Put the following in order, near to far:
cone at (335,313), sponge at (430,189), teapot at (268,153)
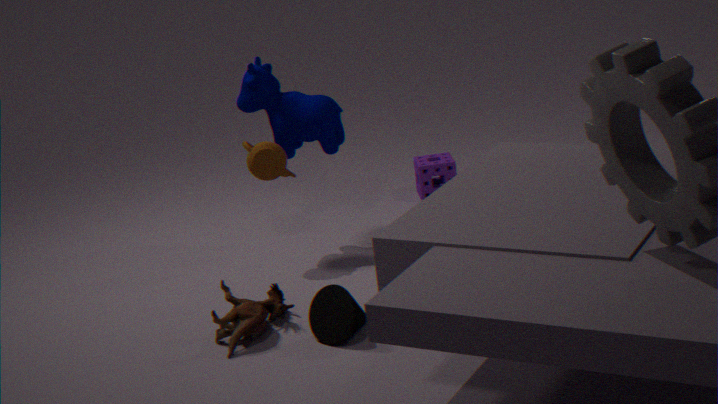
1. cone at (335,313)
2. teapot at (268,153)
3. sponge at (430,189)
